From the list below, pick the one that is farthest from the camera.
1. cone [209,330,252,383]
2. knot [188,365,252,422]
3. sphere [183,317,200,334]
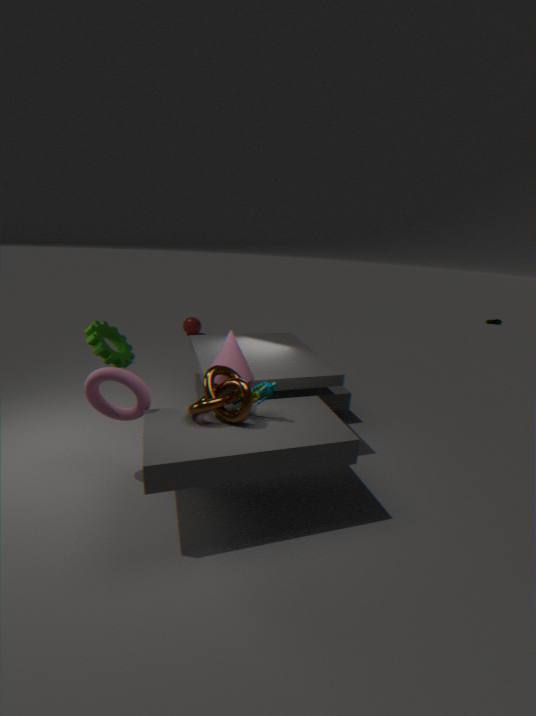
sphere [183,317,200,334]
